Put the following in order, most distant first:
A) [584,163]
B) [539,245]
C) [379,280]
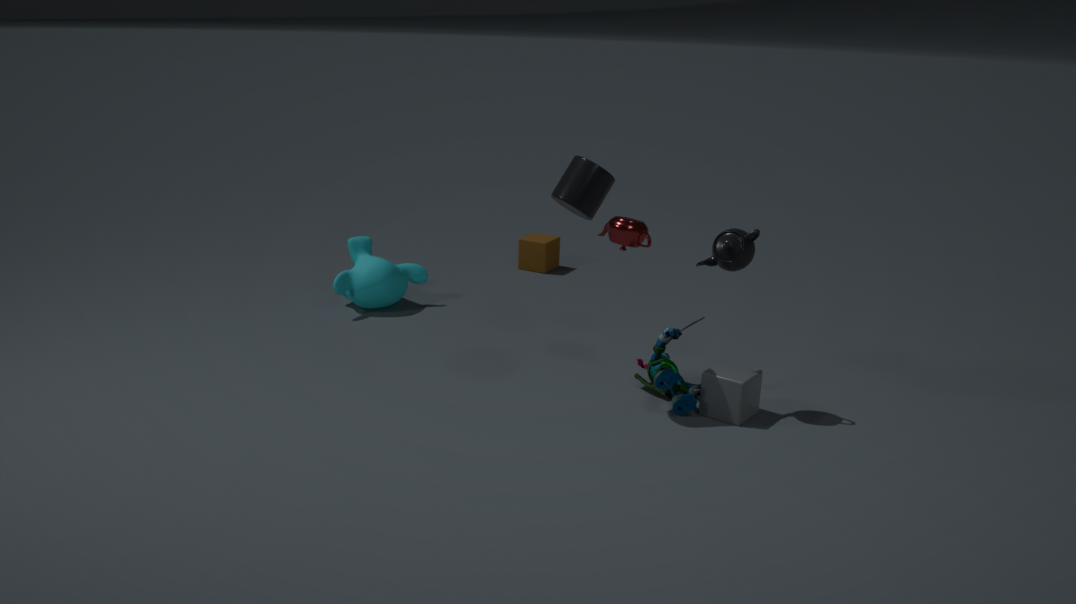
[539,245] → [379,280] → [584,163]
